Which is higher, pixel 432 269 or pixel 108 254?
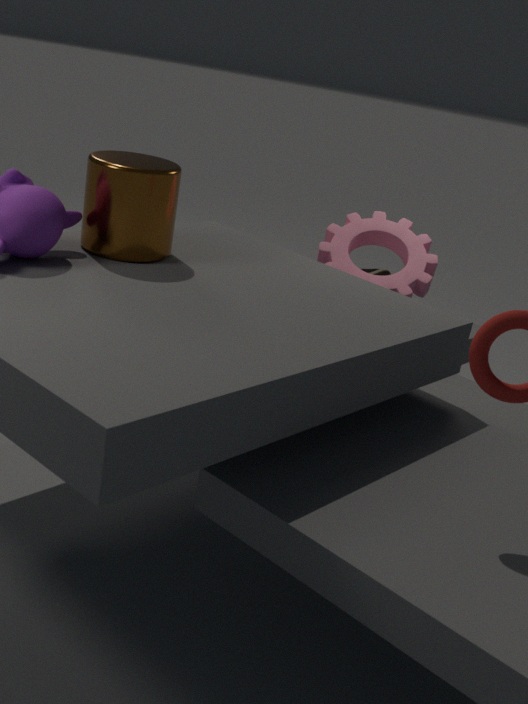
pixel 108 254
